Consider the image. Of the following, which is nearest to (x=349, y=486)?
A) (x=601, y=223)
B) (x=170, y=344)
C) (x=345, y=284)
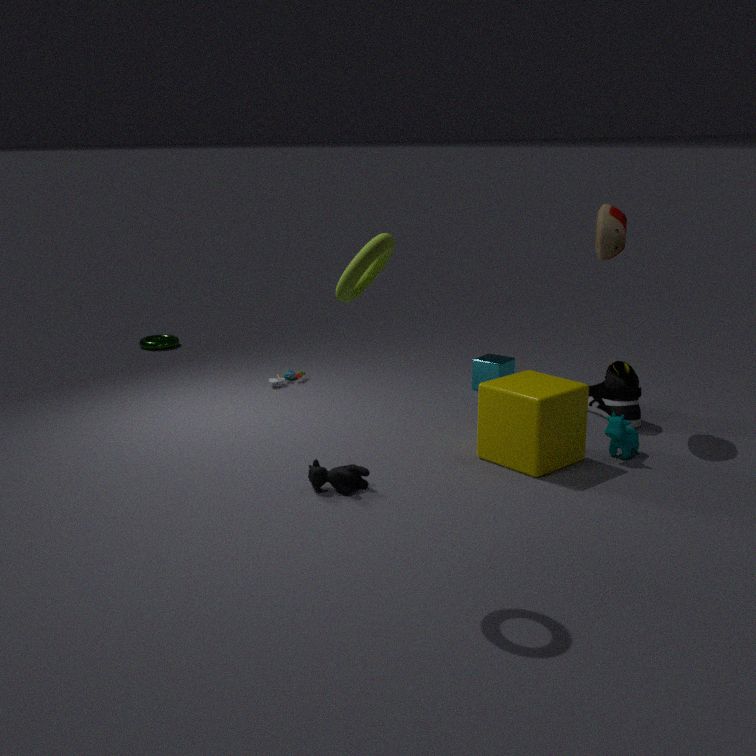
(x=345, y=284)
